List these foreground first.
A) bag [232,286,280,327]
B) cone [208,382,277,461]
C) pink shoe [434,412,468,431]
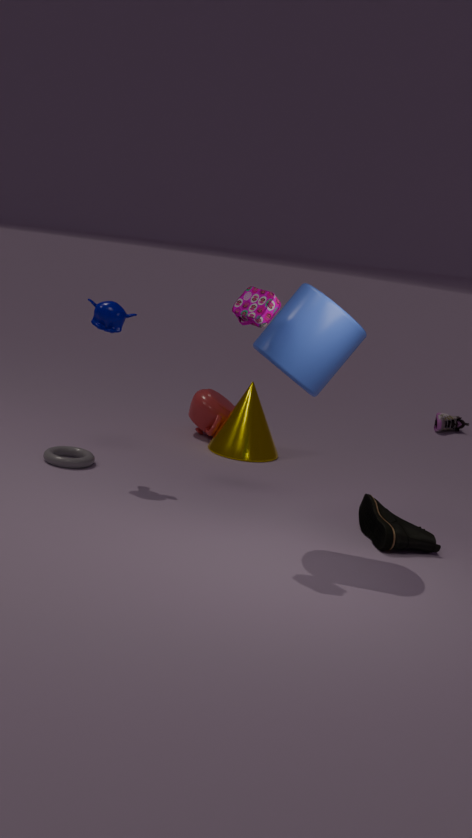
bag [232,286,280,327]
cone [208,382,277,461]
pink shoe [434,412,468,431]
